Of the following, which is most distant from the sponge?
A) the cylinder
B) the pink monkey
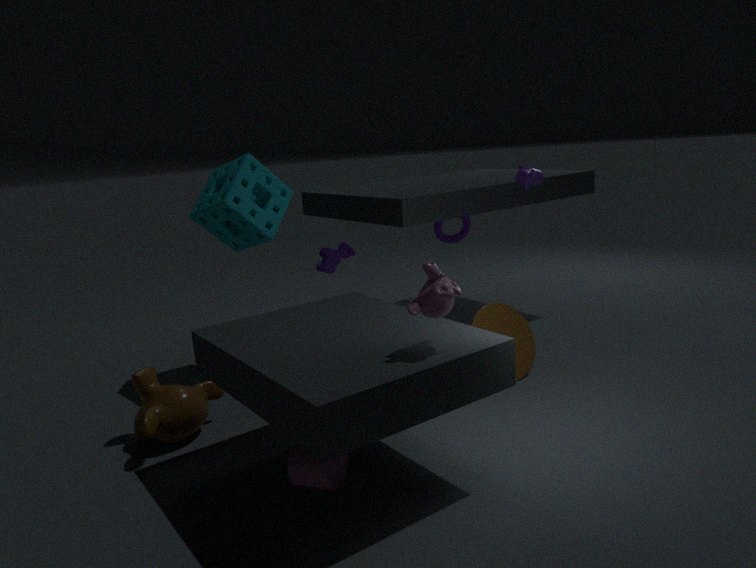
the pink monkey
